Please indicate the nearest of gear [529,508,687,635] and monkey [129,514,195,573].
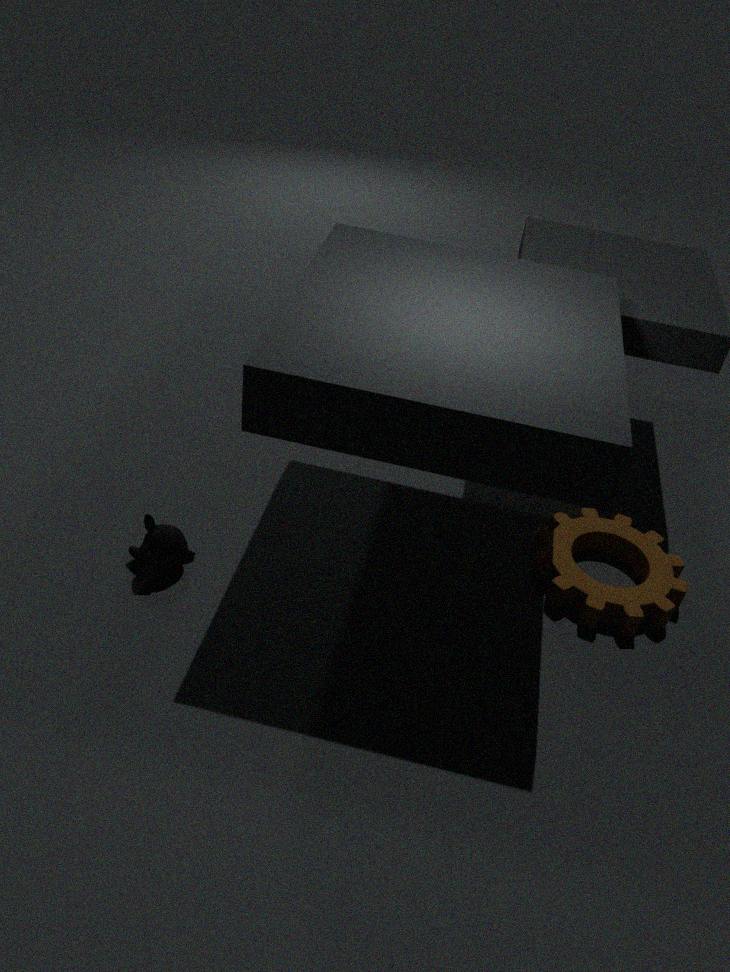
monkey [129,514,195,573]
